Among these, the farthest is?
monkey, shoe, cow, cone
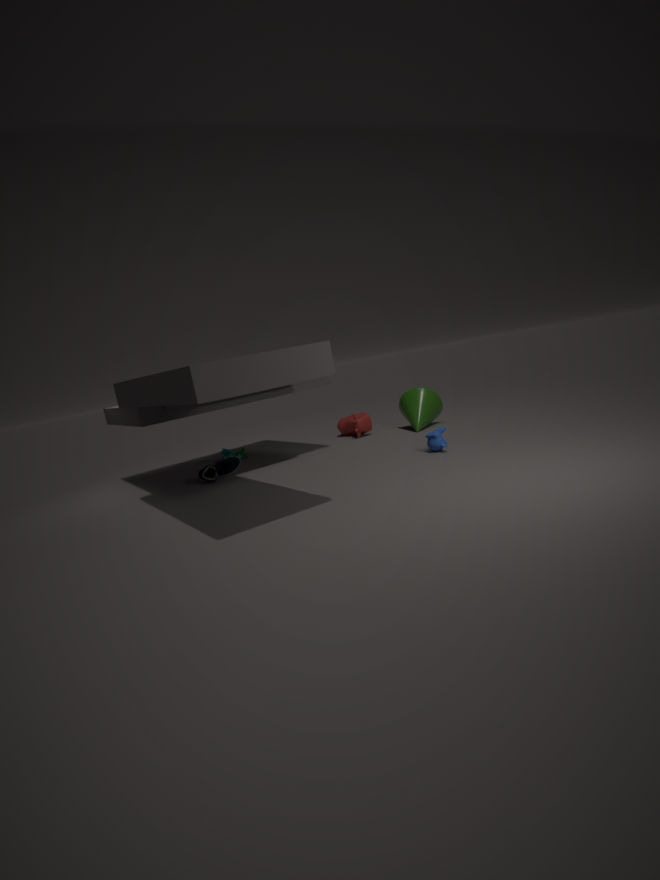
cow
